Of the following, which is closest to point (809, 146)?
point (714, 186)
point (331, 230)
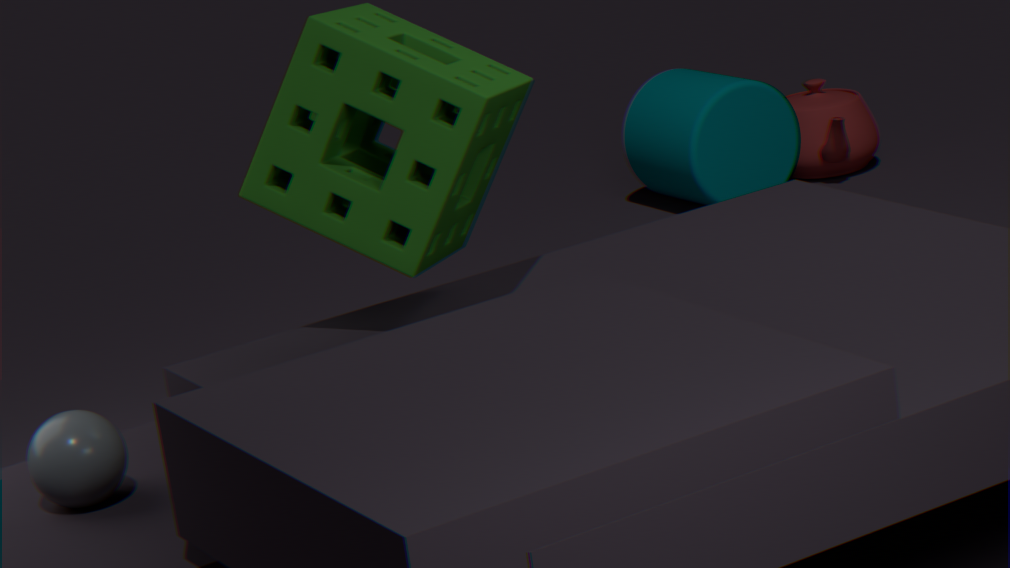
point (714, 186)
